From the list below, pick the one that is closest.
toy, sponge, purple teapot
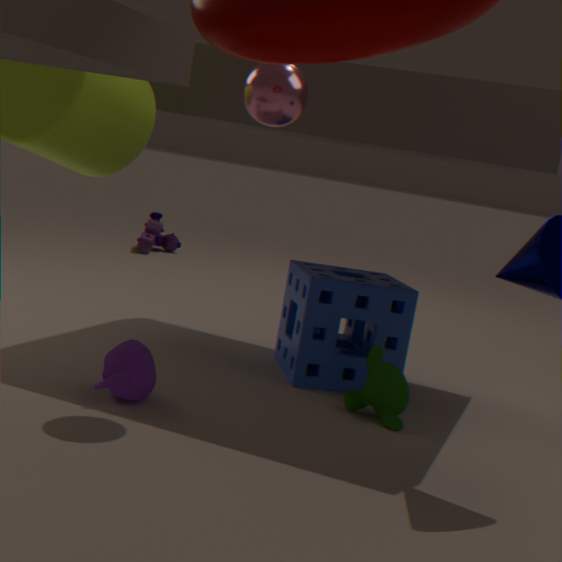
purple teapot
